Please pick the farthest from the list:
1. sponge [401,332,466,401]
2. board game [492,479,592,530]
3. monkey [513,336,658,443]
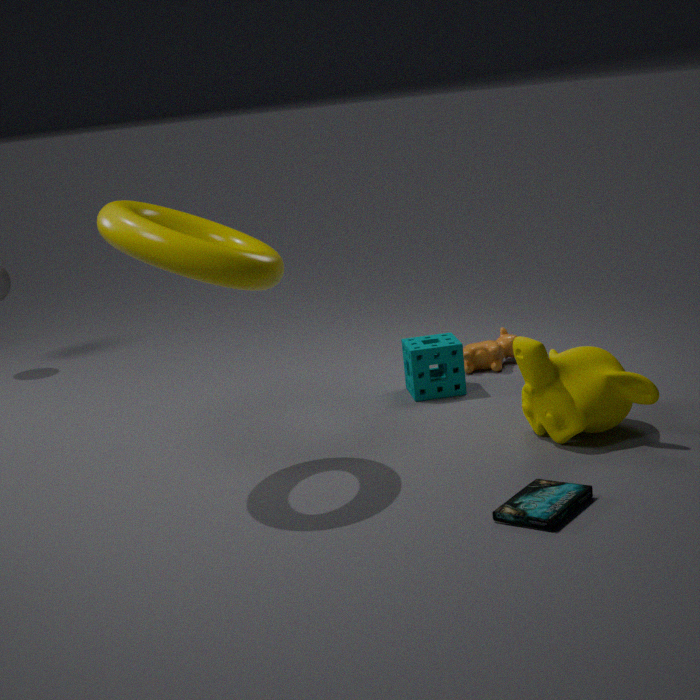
sponge [401,332,466,401]
